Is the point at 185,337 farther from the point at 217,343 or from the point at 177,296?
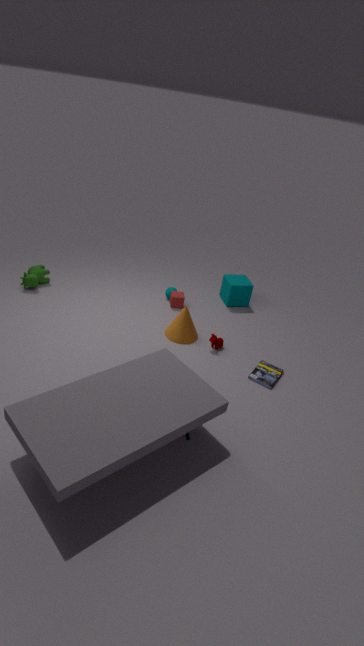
the point at 177,296
